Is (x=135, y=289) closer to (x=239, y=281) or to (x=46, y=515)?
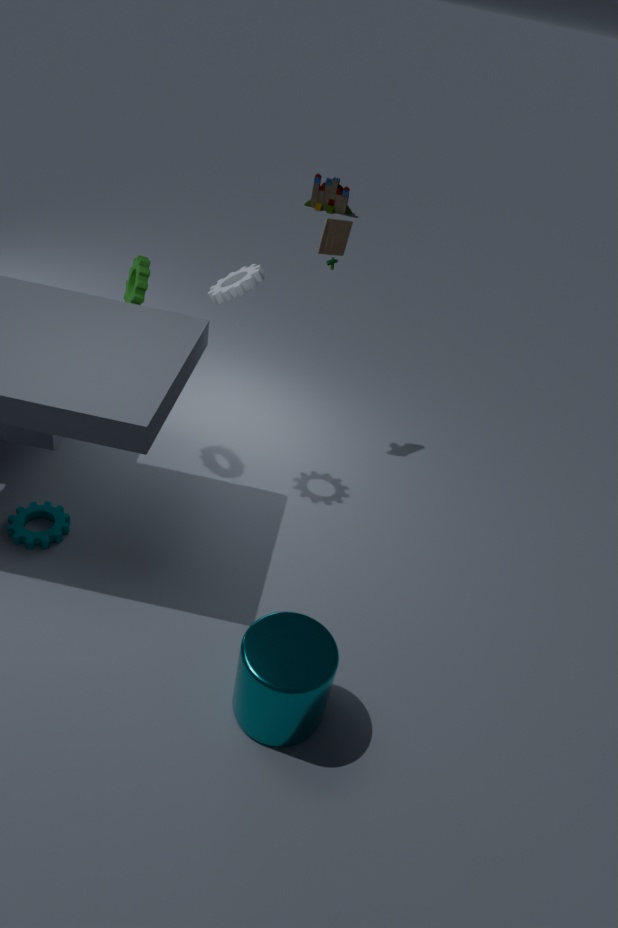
(x=239, y=281)
